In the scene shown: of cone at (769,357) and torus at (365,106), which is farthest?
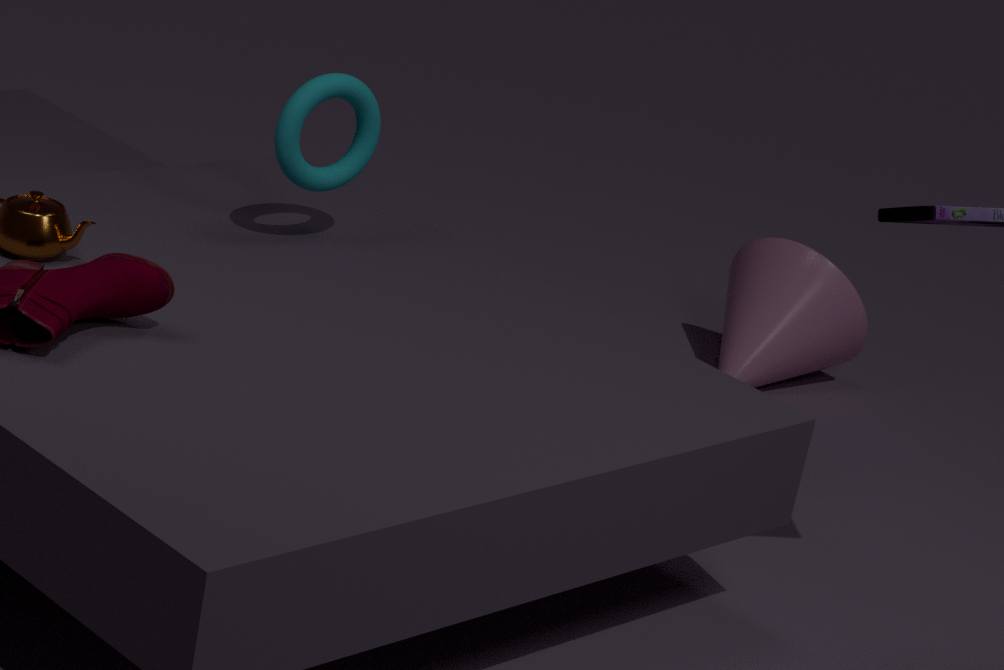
cone at (769,357)
